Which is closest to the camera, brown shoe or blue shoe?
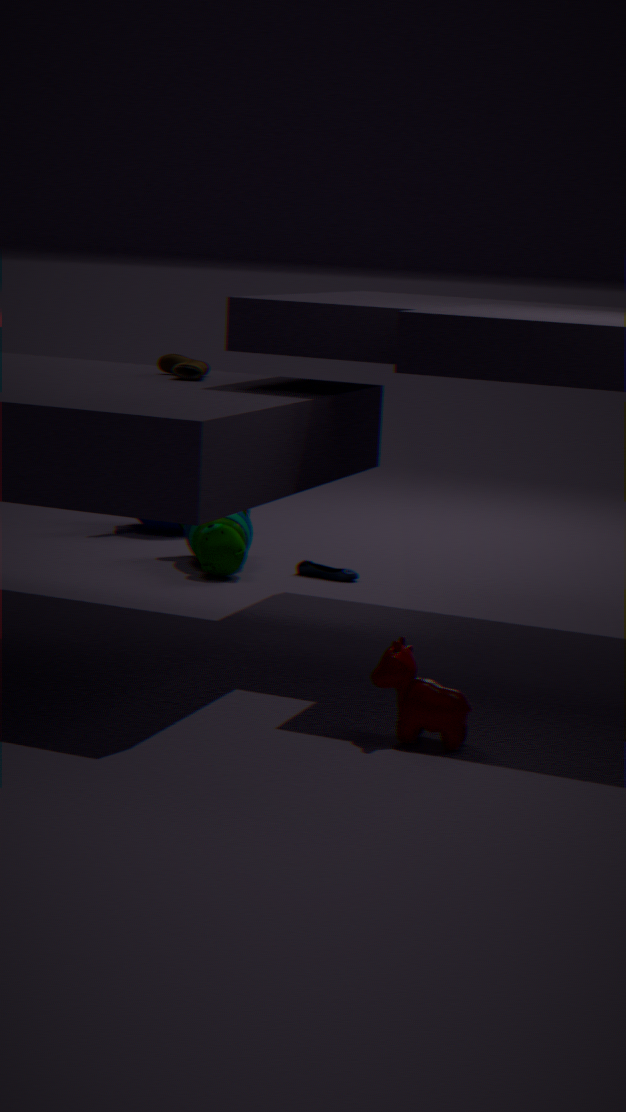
brown shoe
